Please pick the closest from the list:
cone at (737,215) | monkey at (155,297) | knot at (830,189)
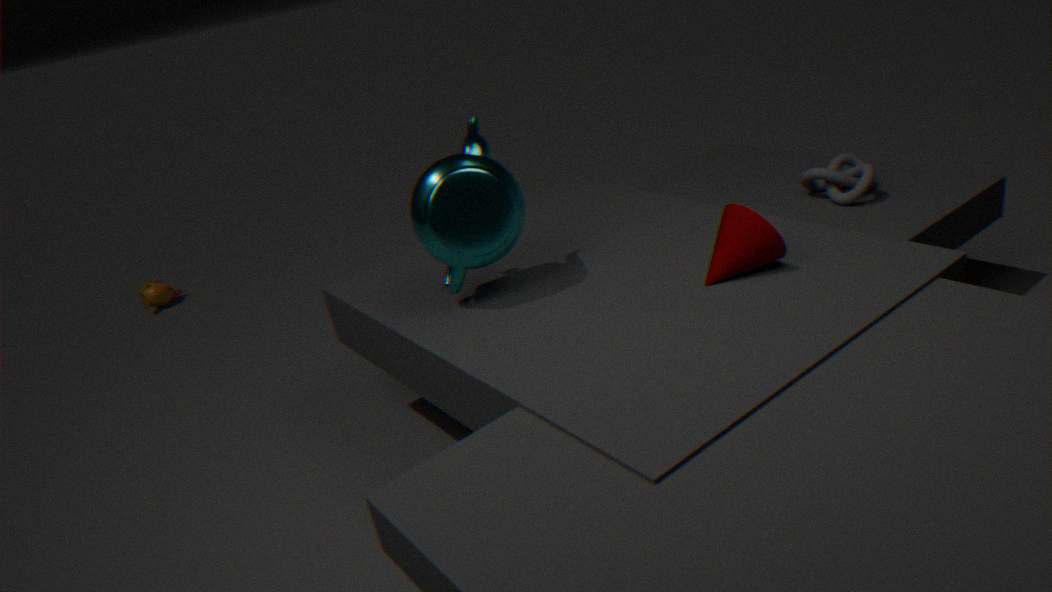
cone at (737,215)
